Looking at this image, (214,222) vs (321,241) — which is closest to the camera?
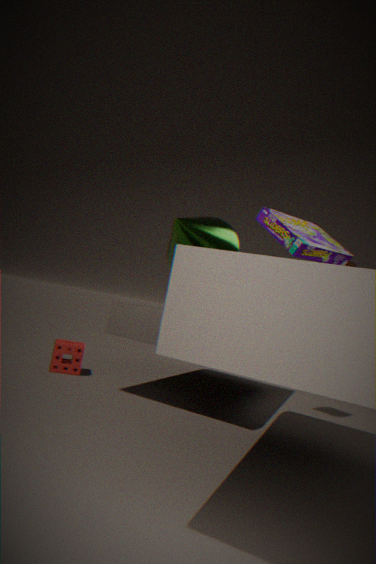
(321,241)
